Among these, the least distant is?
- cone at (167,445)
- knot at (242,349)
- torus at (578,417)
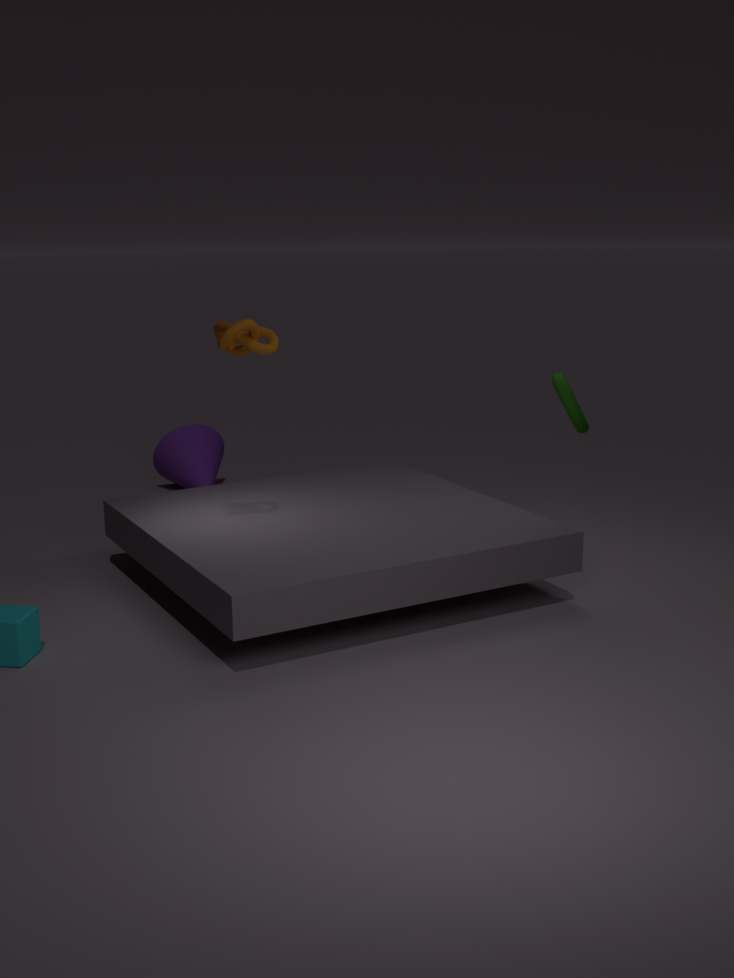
knot at (242,349)
